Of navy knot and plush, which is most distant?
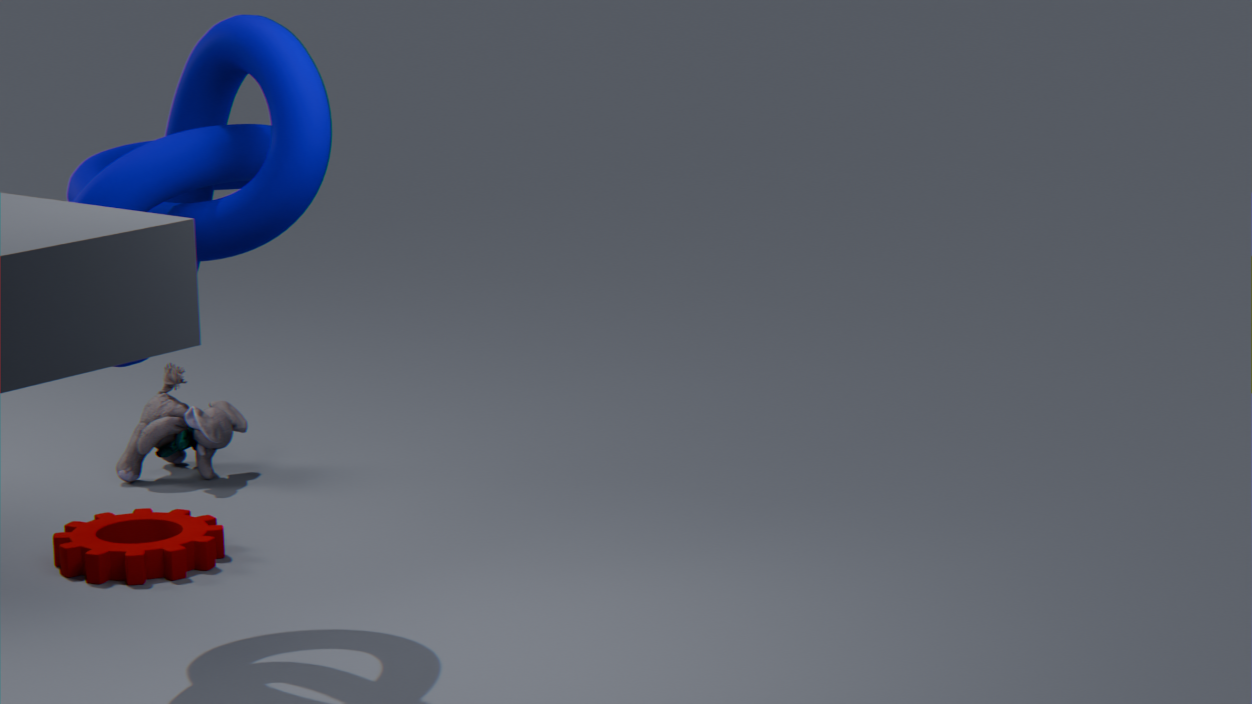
Answer: plush
